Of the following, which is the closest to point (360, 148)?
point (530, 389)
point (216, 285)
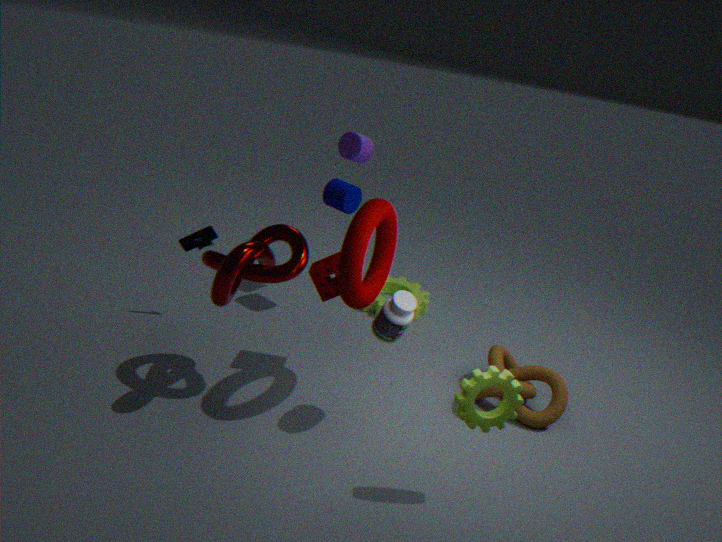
point (216, 285)
